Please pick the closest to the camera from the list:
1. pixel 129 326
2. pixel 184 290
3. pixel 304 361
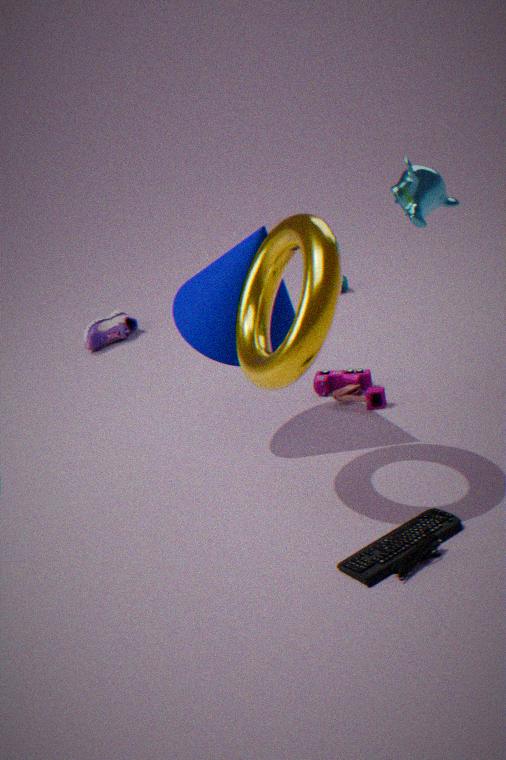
pixel 304 361
